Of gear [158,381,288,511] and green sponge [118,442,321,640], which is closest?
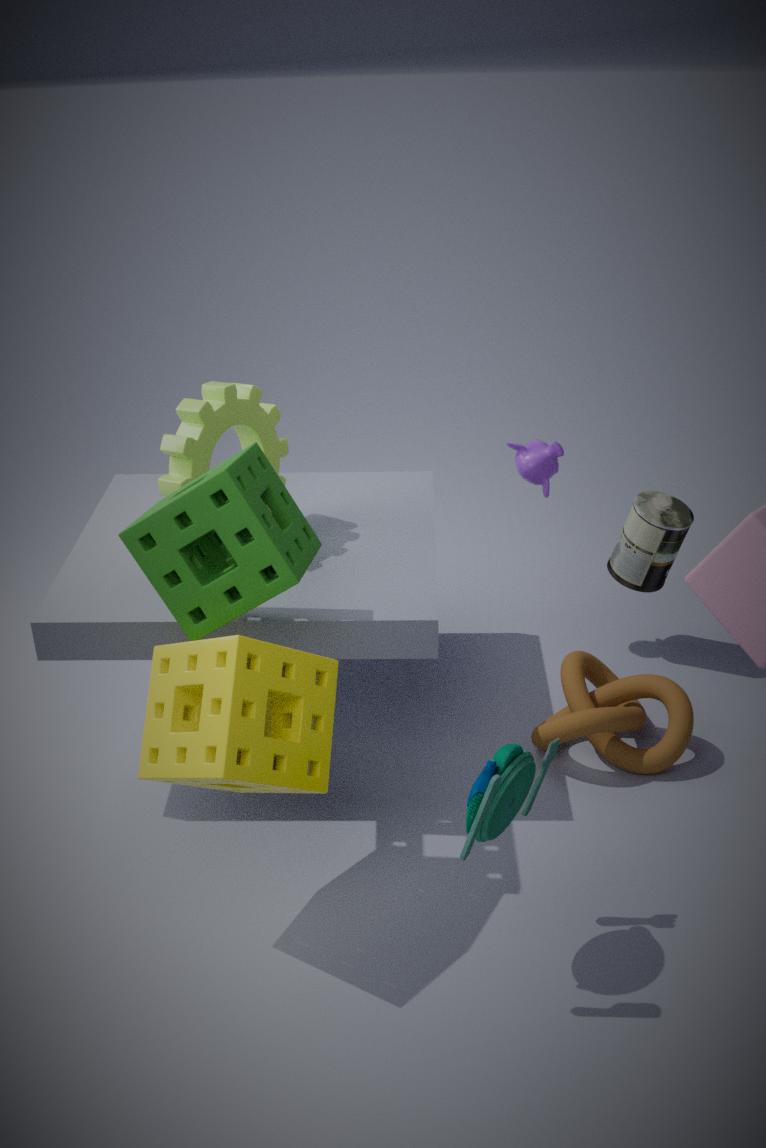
green sponge [118,442,321,640]
